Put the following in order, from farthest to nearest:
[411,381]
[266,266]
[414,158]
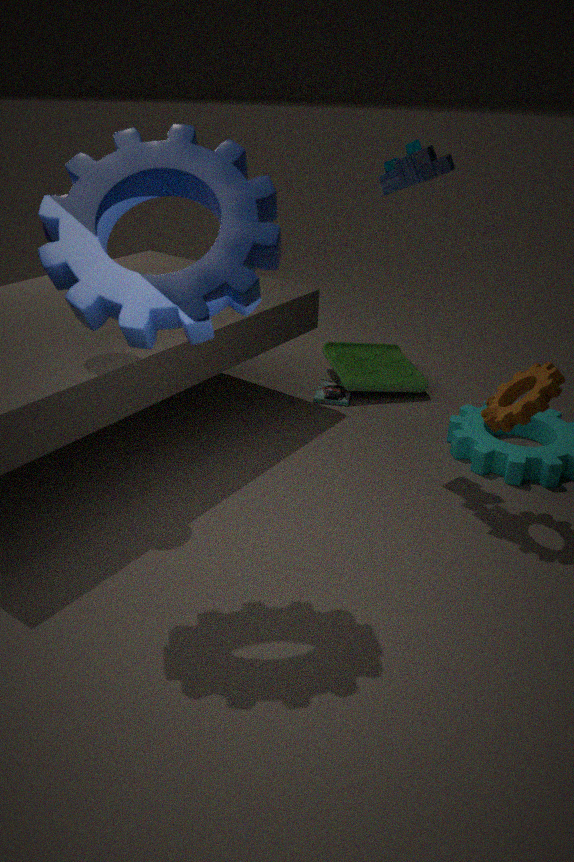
[411,381] < [414,158] < [266,266]
